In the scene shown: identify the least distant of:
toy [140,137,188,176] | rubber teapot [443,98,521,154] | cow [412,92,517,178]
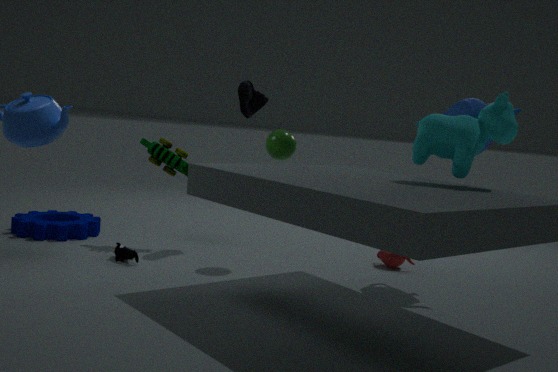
cow [412,92,517,178]
